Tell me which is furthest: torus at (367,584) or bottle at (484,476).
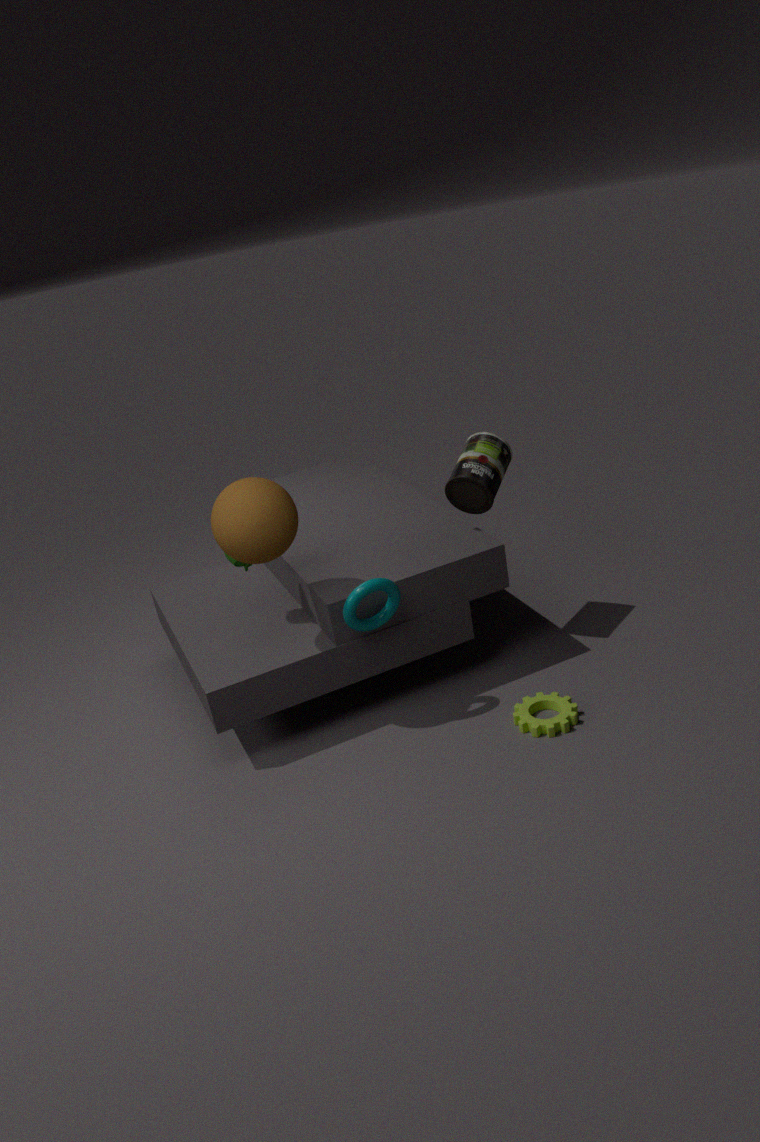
bottle at (484,476)
